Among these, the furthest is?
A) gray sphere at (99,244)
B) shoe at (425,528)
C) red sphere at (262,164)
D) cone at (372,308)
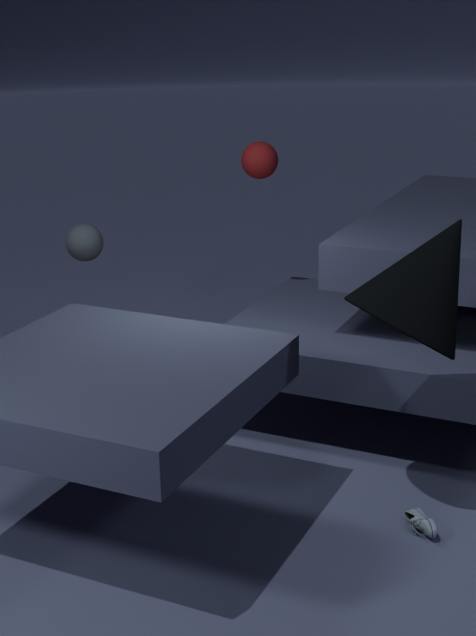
red sphere at (262,164)
